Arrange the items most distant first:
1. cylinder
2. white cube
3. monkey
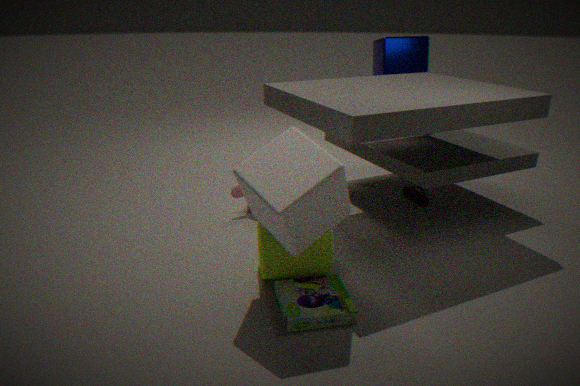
monkey, cylinder, white cube
